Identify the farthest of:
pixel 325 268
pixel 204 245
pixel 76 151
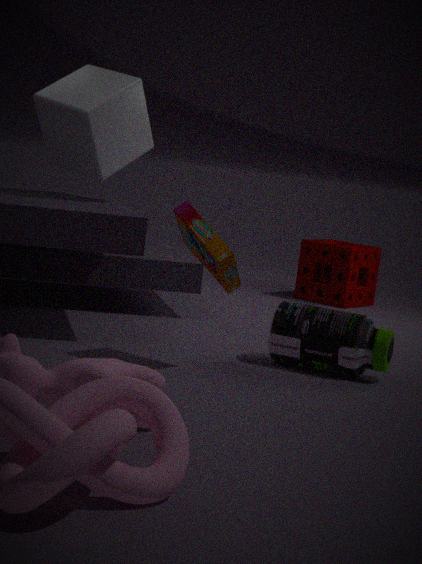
pixel 325 268
